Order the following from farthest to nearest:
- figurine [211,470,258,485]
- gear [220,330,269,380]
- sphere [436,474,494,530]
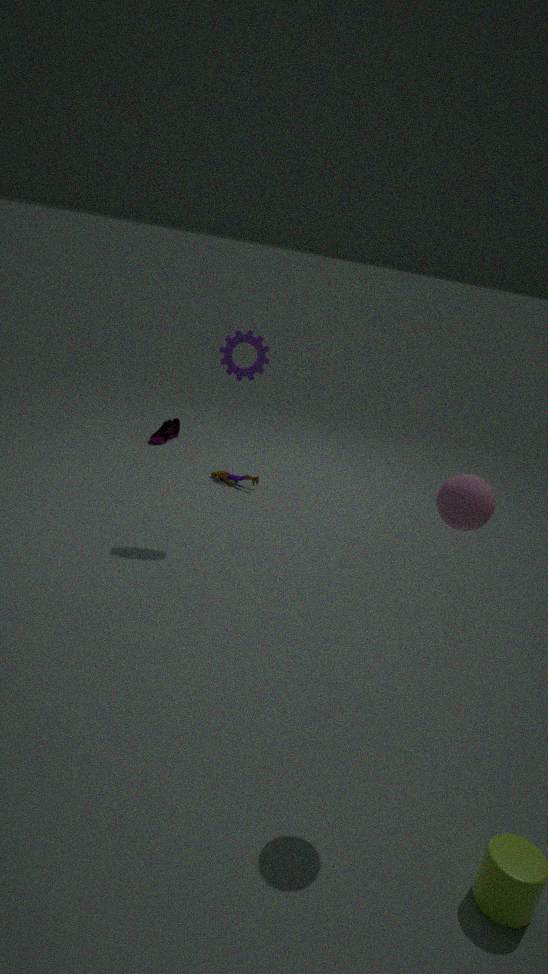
figurine [211,470,258,485] < gear [220,330,269,380] < sphere [436,474,494,530]
